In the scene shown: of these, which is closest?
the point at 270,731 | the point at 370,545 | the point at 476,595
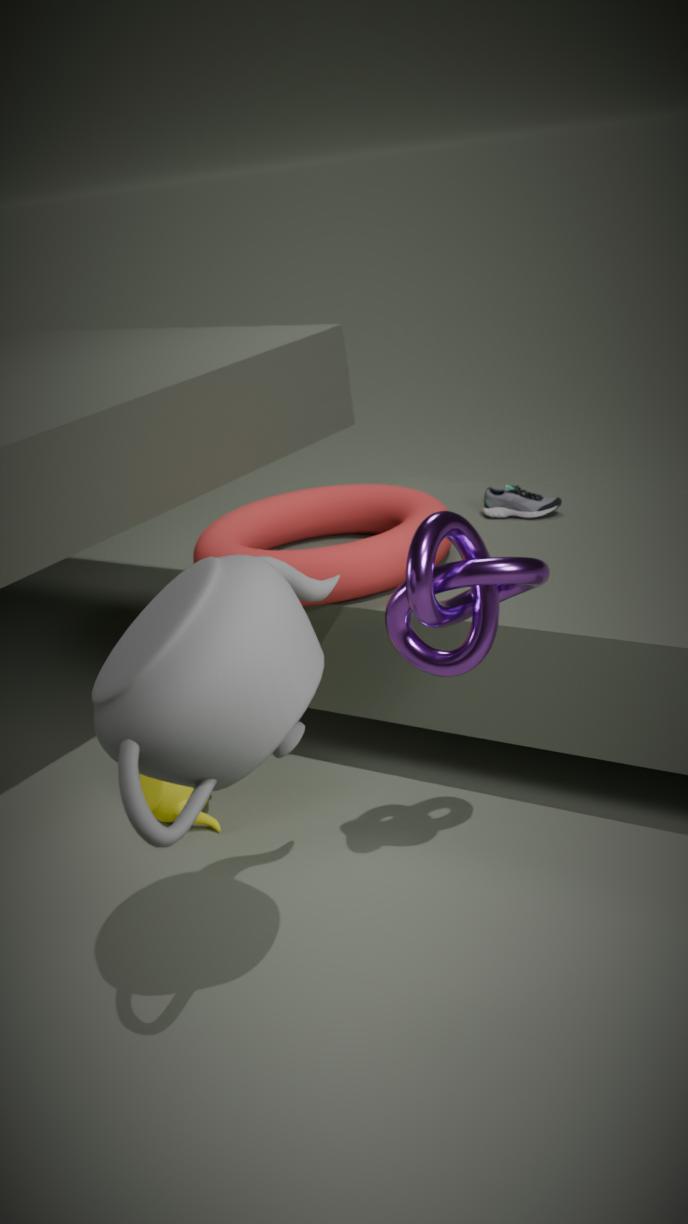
the point at 270,731
